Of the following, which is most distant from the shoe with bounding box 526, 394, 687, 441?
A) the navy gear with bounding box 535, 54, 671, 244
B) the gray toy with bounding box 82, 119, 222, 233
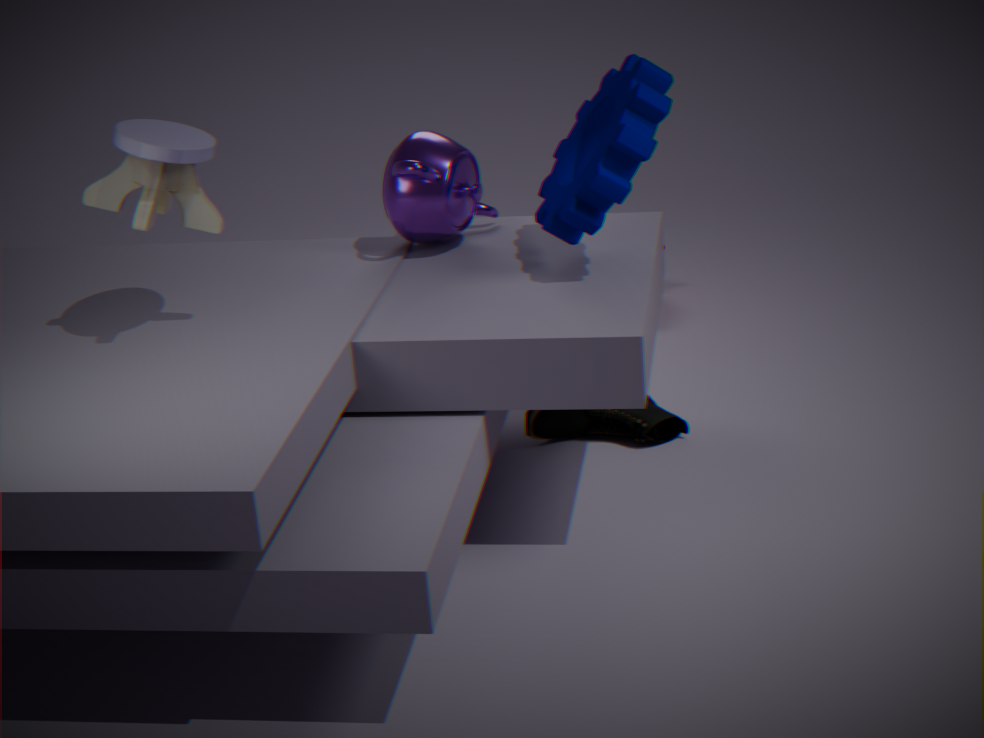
the gray toy with bounding box 82, 119, 222, 233
